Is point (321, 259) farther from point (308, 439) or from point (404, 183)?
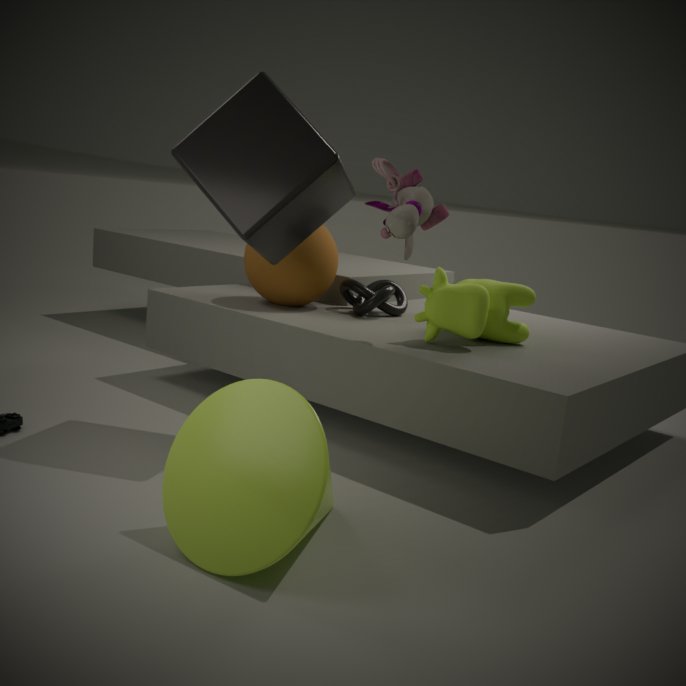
point (308, 439)
